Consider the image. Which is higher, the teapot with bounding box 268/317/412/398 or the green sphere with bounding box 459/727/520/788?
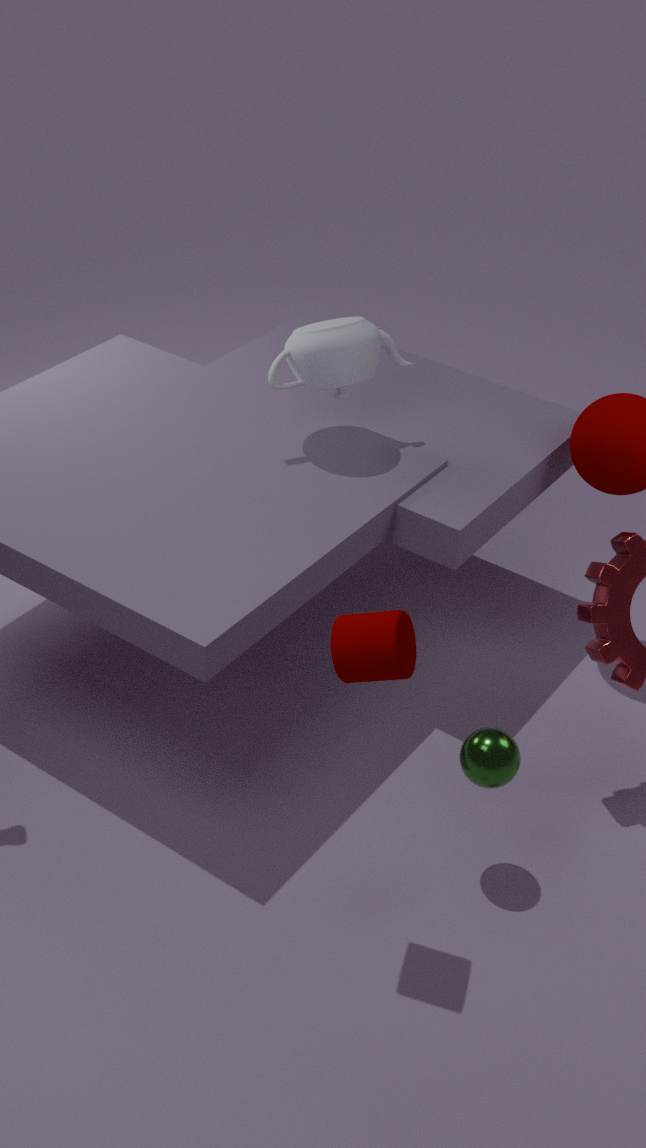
the teapot with bounding box 268/317/412/398
